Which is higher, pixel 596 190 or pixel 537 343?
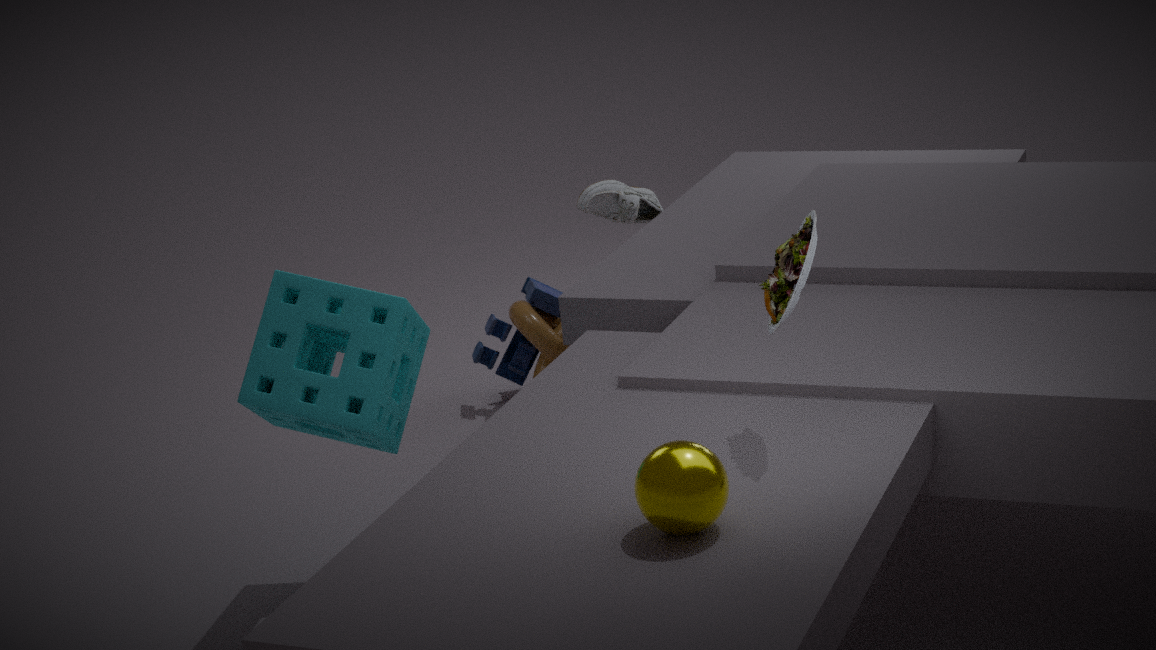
pixel 596 190
